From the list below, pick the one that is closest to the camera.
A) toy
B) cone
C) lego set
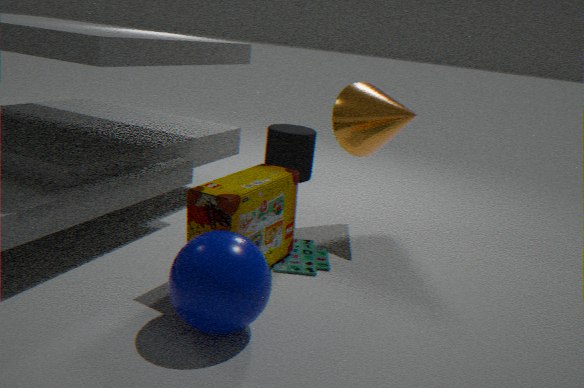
lego set
